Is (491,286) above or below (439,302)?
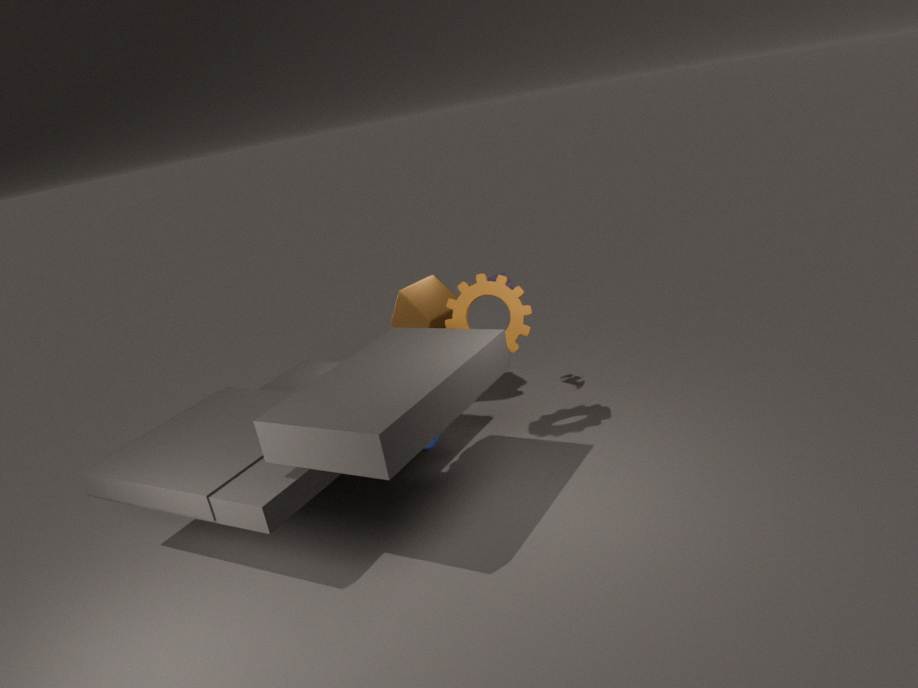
above
